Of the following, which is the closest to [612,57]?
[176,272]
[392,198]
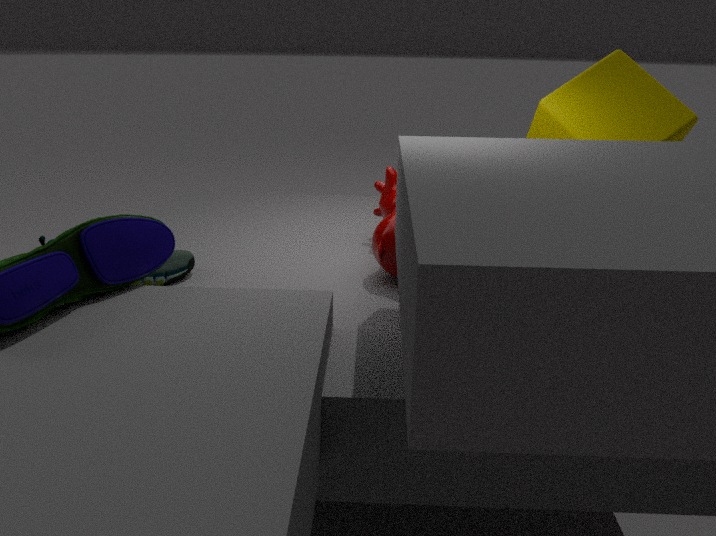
[392,198]
